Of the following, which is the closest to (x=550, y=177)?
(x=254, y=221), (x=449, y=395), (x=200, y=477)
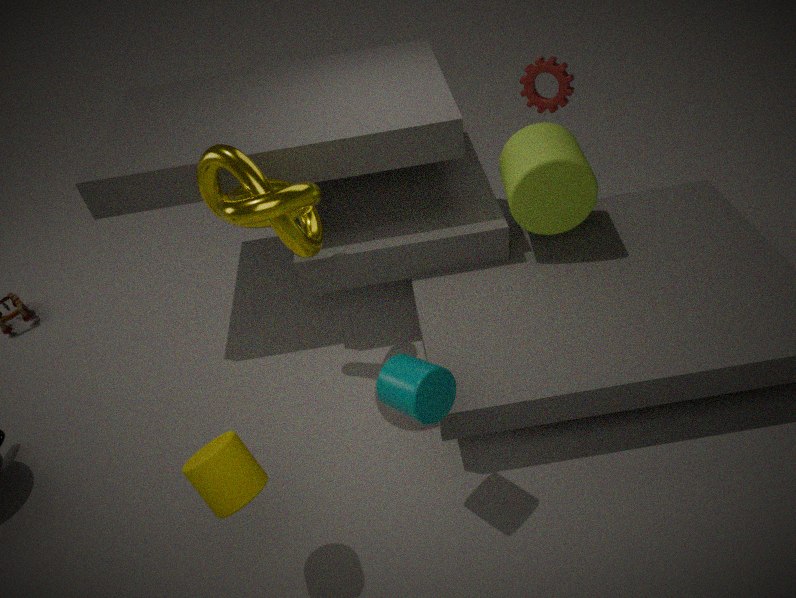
(x=254, y=221)
